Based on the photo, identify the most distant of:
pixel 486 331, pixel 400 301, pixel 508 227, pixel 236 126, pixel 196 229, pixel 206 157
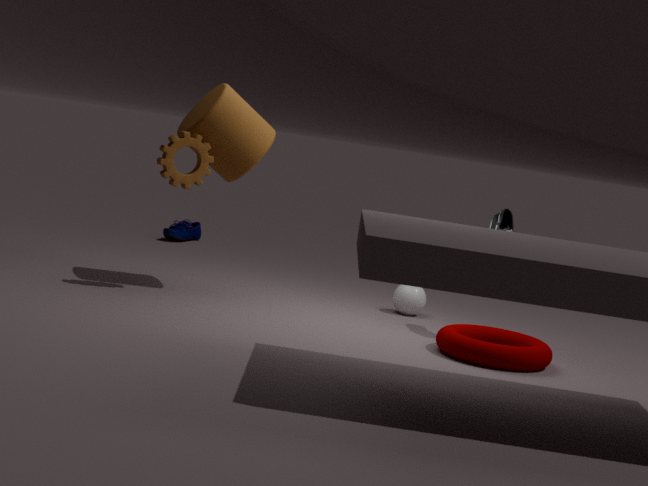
pixel 196 229
